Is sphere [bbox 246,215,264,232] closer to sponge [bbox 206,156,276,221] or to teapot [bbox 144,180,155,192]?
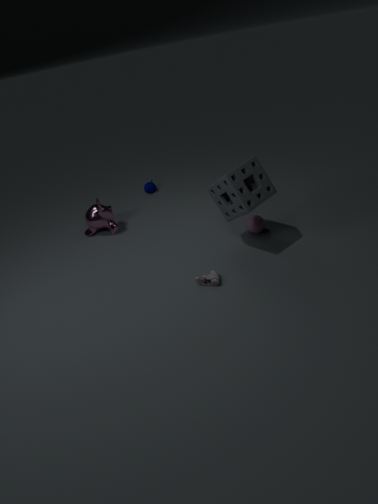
sponge [bbox 206,156,276,221]
